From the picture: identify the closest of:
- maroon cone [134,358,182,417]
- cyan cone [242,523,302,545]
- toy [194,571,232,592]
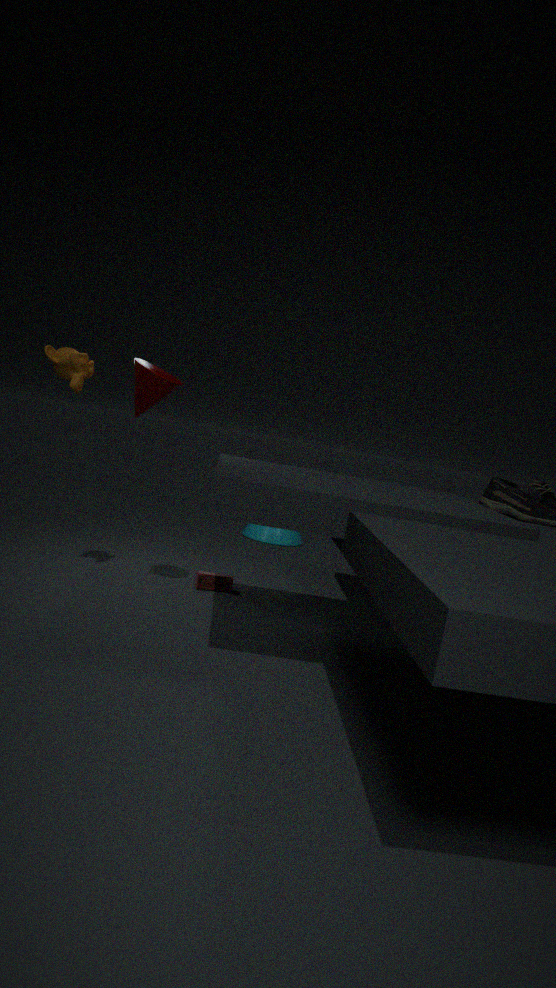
maroon cone [134,358,182,417]
